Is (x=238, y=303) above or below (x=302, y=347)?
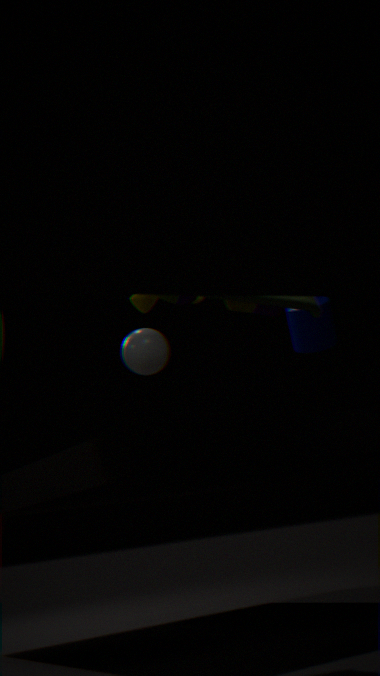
below
